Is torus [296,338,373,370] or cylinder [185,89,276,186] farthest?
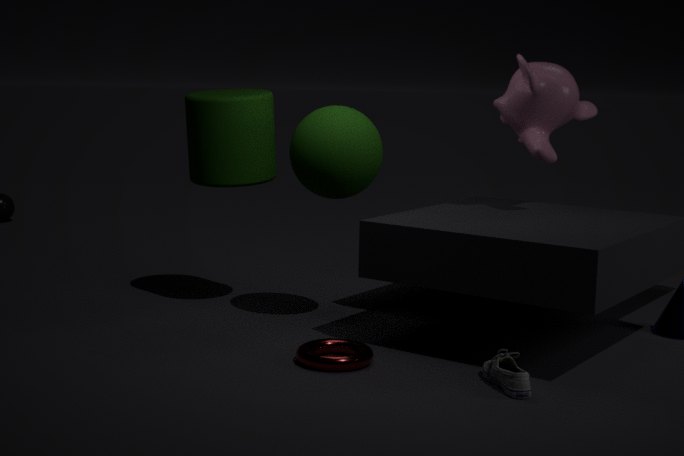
cylinder [185,89,276,186]
